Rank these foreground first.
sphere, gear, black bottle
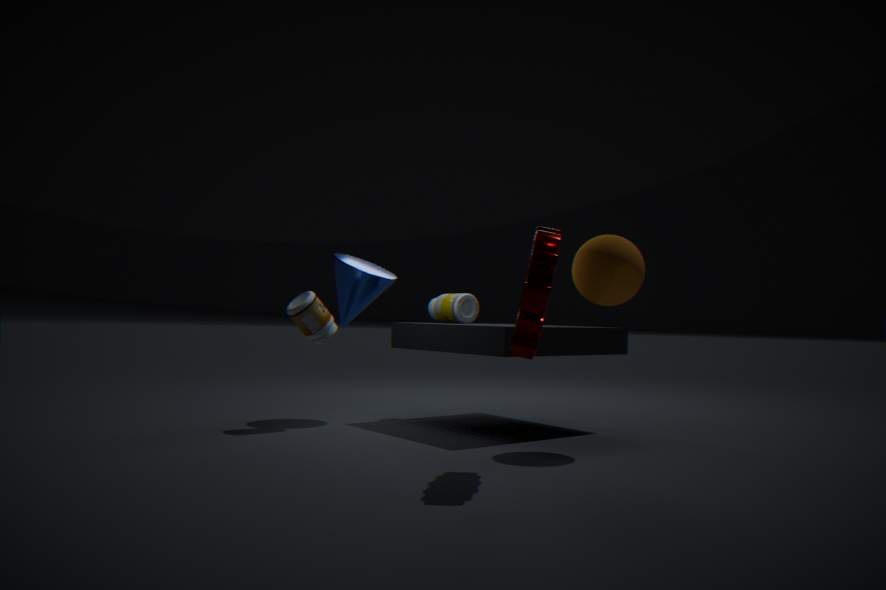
gear < sphere < black bottle
